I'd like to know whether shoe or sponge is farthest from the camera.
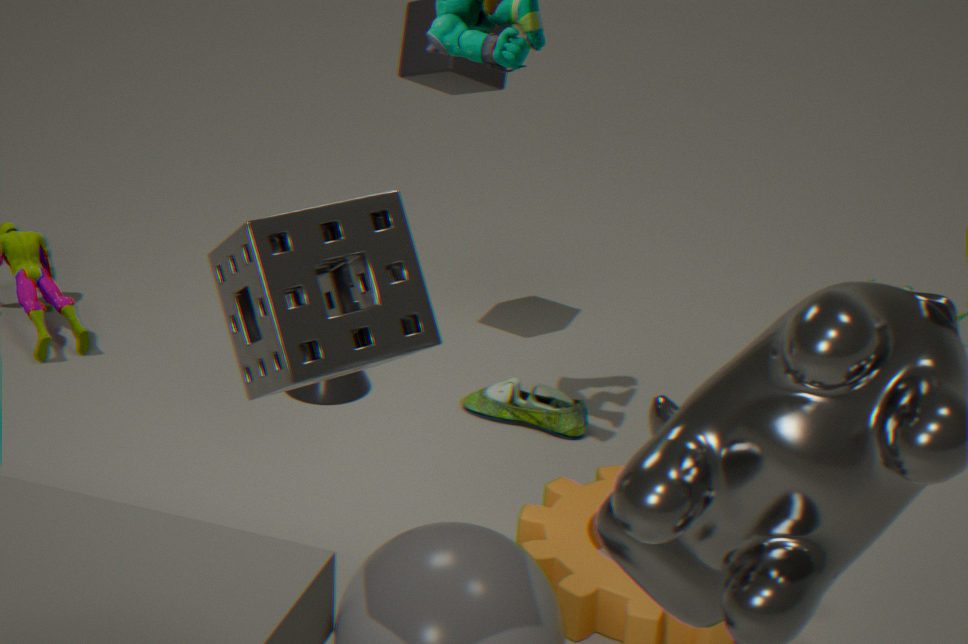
shoe
